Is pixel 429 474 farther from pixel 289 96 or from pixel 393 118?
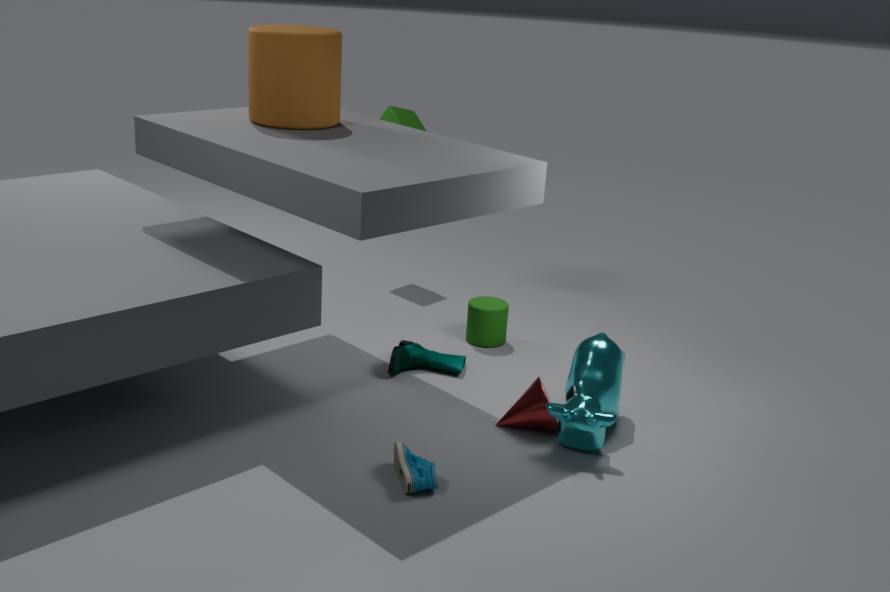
pixel 393 118
